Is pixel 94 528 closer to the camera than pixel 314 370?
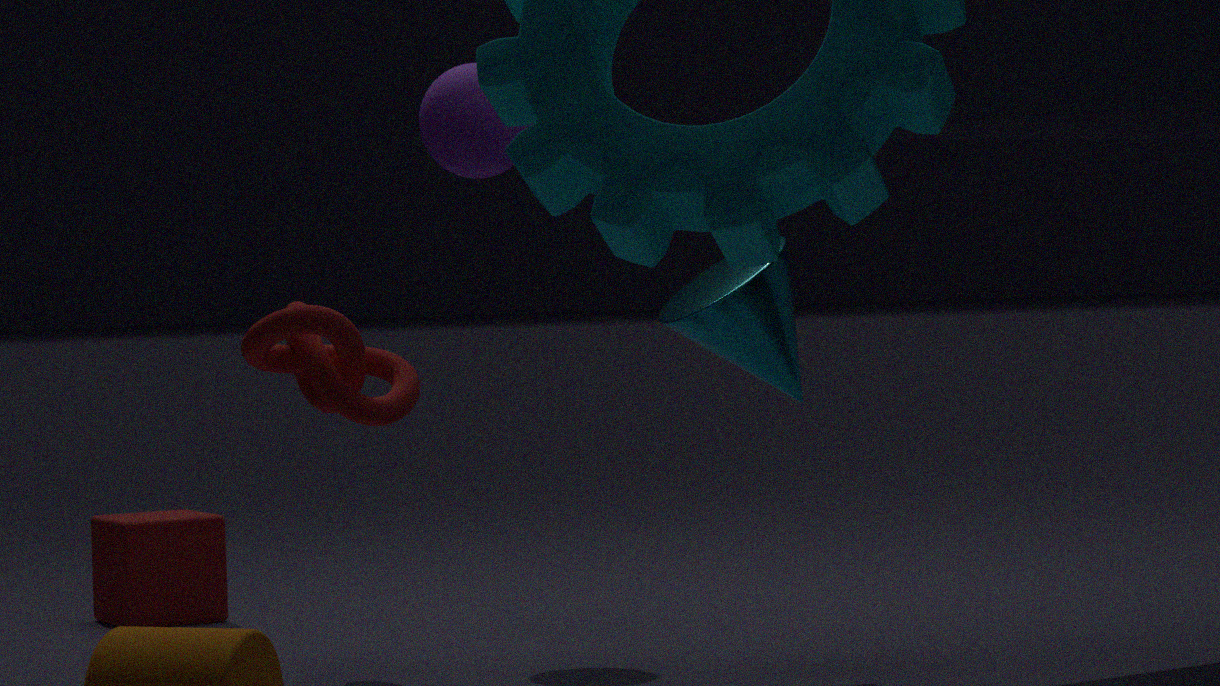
No
